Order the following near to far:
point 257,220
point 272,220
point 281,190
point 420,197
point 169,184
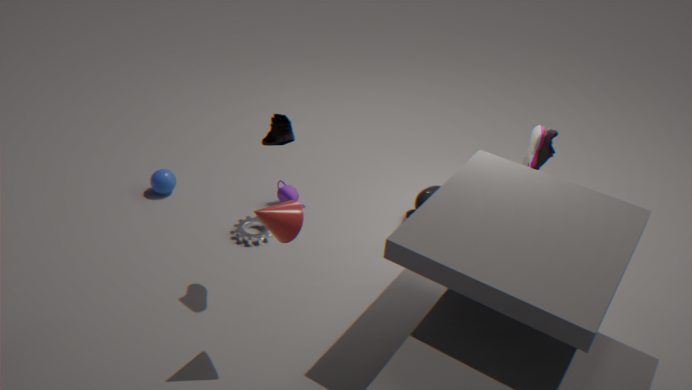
1. point 272,220
2. point 257,220
3. point 420,197
4. point 281,190
5. point 169,184
